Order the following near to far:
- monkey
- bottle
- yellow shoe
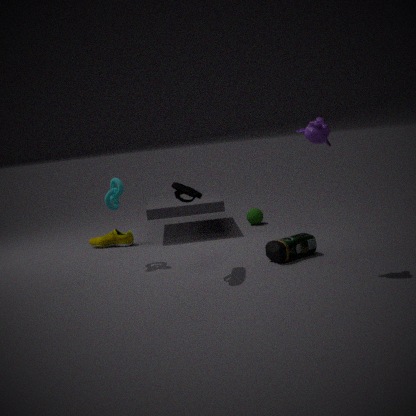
monkey
bottle
yellow shoe
